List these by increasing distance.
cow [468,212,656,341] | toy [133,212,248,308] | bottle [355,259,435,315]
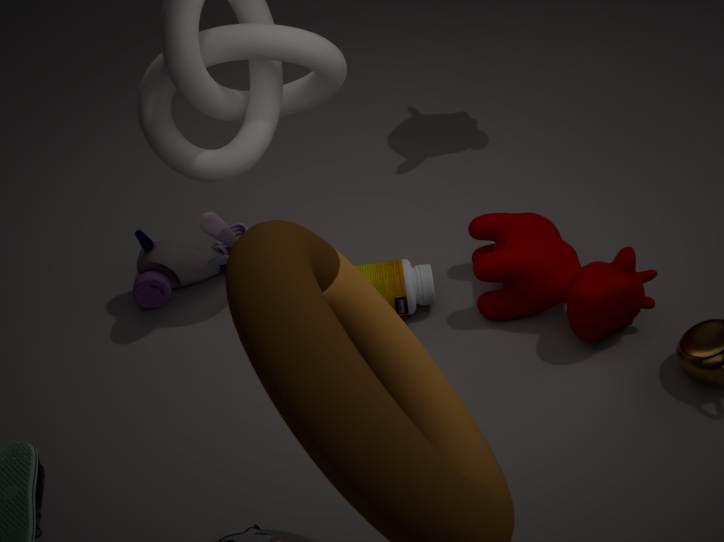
cow [468,212,656,341]
bottle [355,259,435,315]
toy [133,212,248,308]
